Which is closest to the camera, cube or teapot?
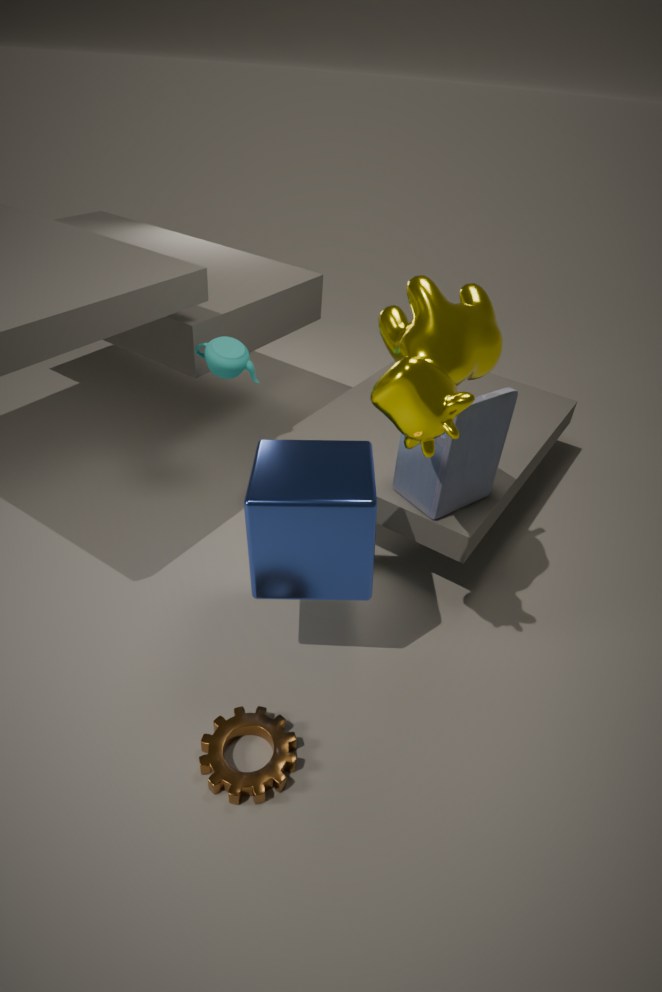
cube
